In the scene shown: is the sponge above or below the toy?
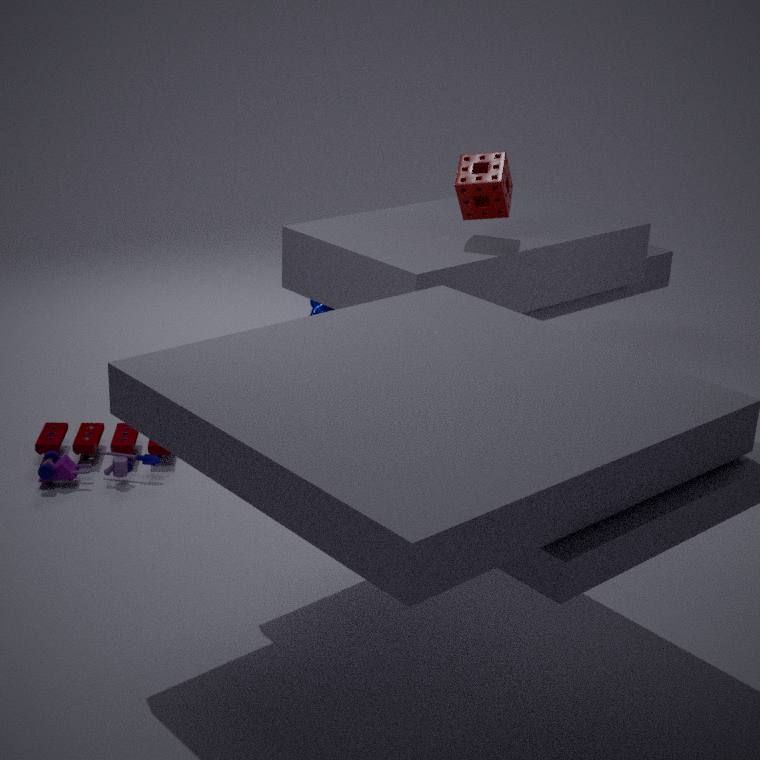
above
